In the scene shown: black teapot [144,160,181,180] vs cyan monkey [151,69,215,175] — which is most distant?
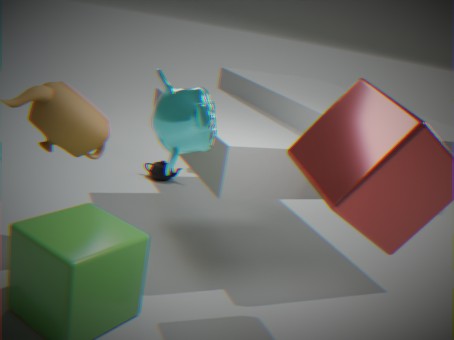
black teapot [144,160,181,180]
